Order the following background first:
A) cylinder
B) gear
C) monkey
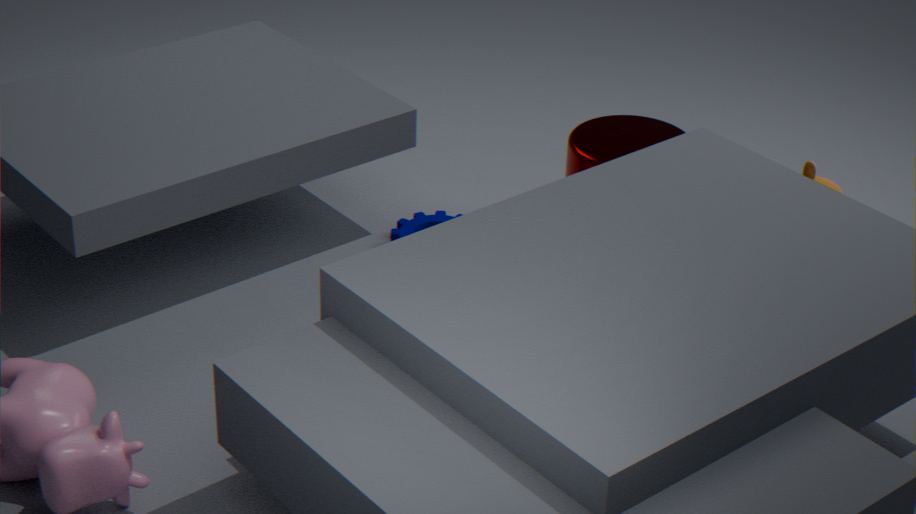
monkey → gear → cylinder
